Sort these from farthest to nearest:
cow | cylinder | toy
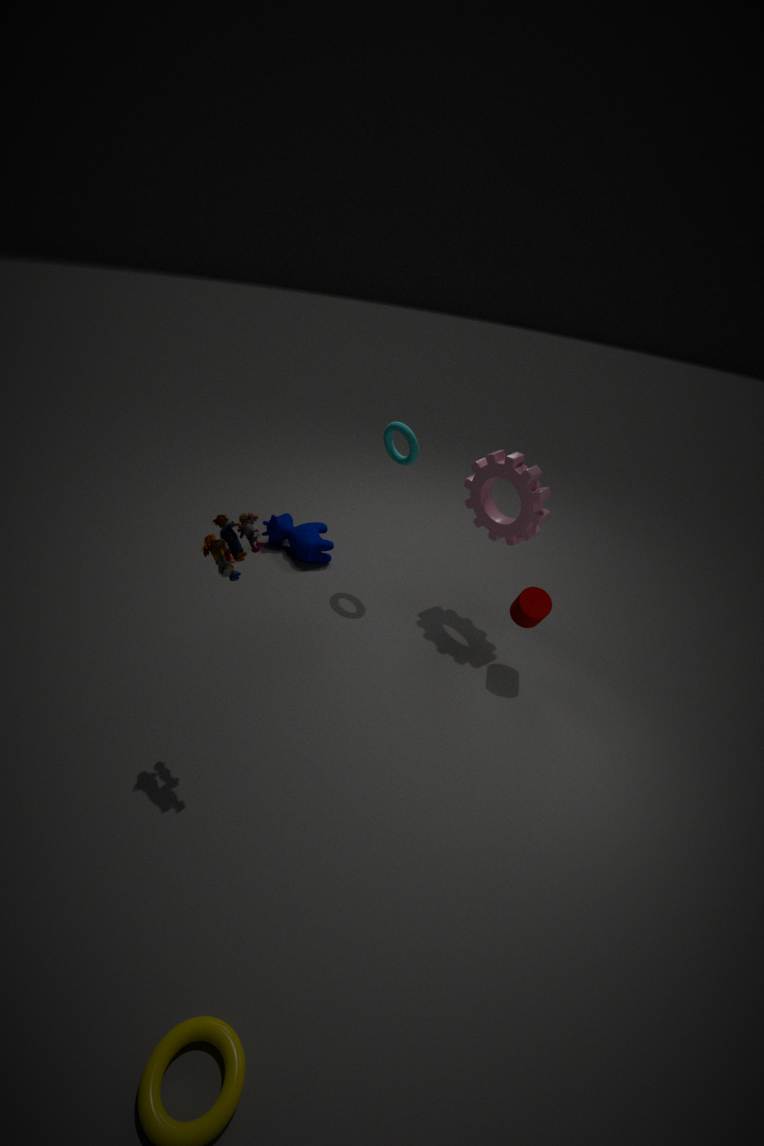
1. cow
2. cylinder
3. toy
